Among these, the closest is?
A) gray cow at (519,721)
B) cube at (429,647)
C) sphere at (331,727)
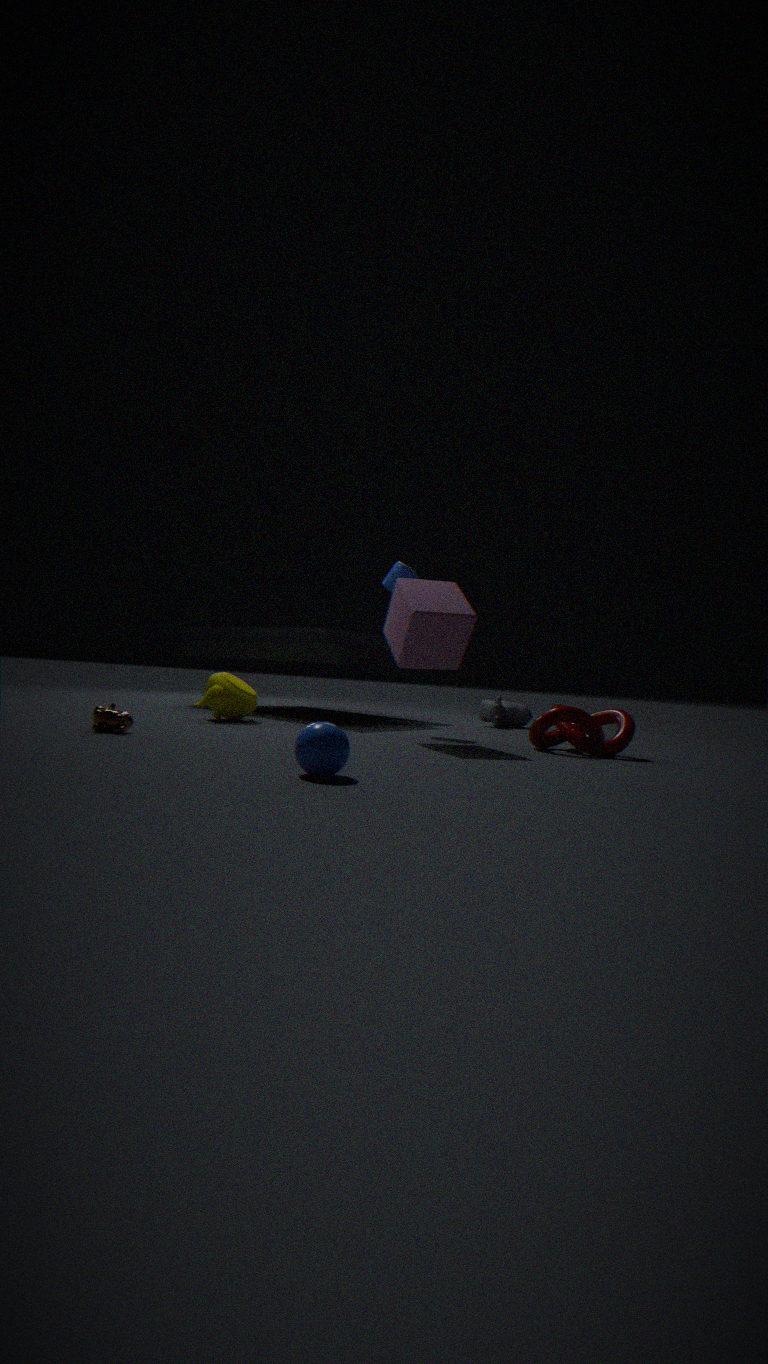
C. sphere at (331,727)
